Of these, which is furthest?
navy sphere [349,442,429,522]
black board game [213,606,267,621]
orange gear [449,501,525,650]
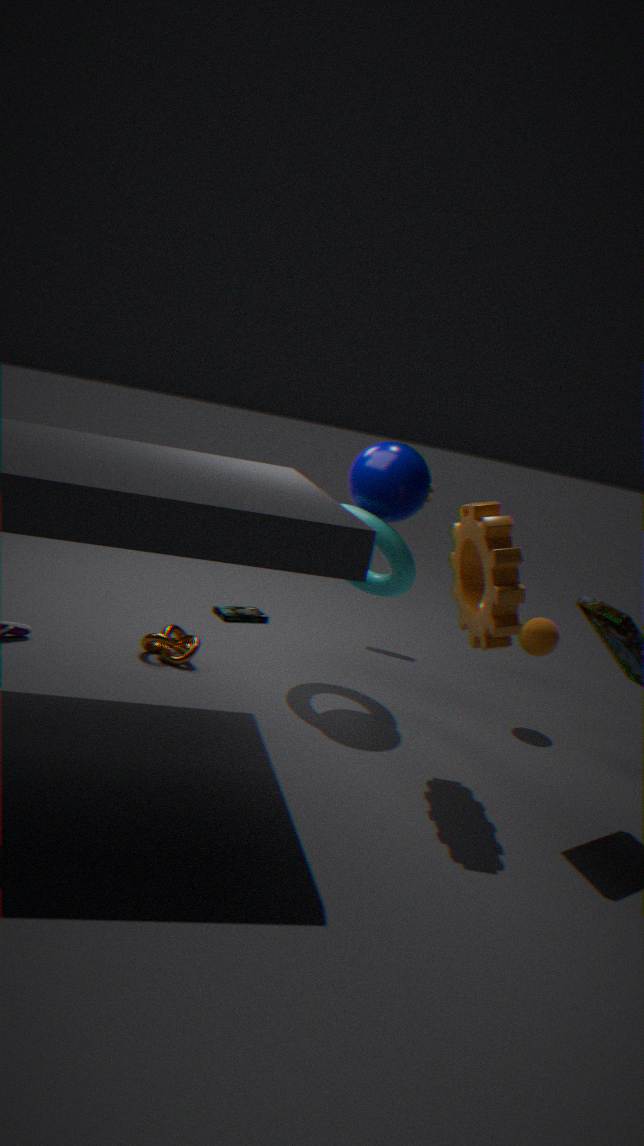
black board game [213,606,267,621]
